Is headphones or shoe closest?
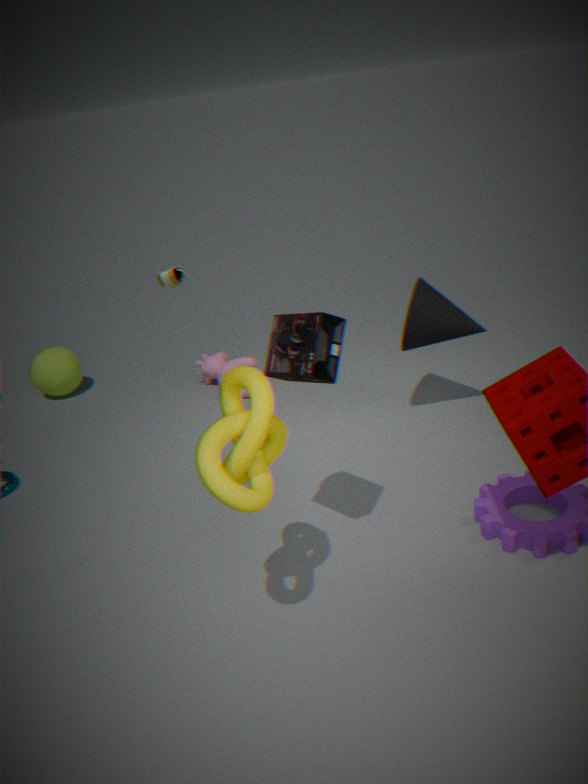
headphones
